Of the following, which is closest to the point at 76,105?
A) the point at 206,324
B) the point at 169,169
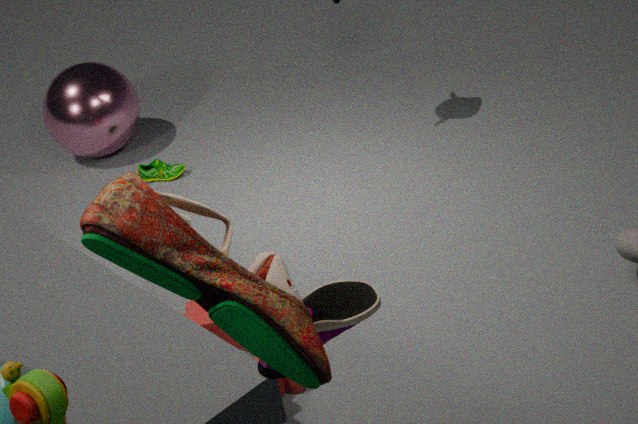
the point at 169,169
